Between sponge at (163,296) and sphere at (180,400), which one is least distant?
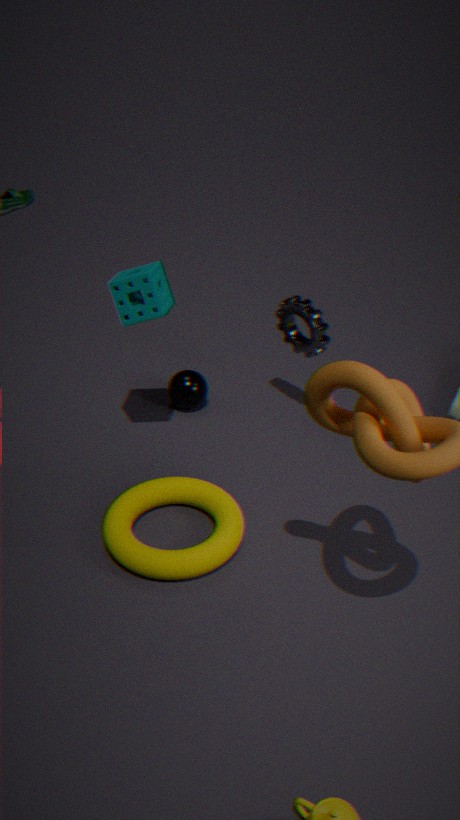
sponge at (163,296)
